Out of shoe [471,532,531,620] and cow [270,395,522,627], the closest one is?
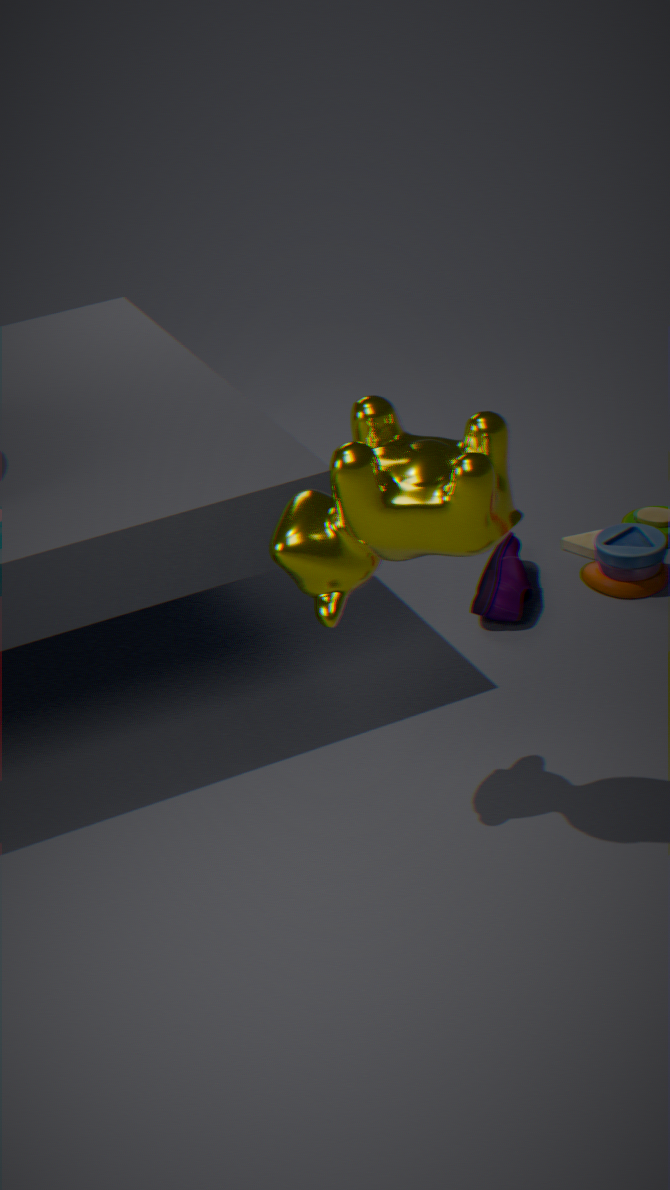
cow [270,395,522,627]
